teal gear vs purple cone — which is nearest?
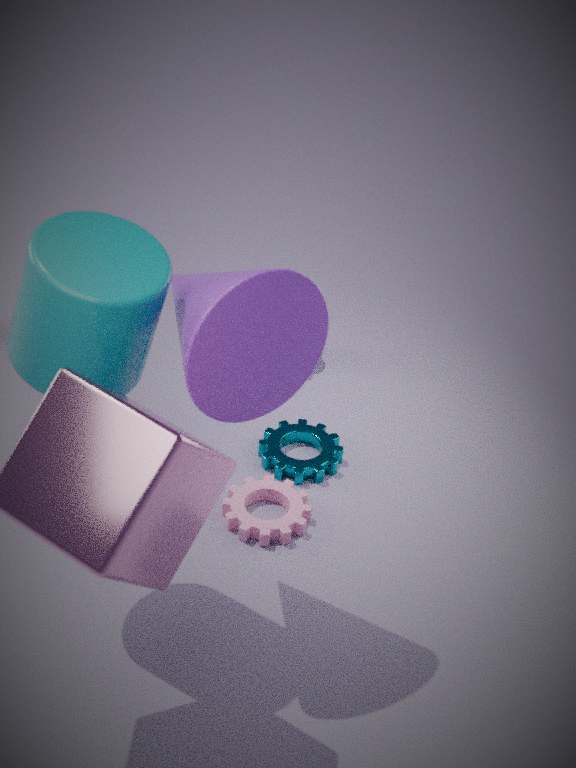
purple cone
